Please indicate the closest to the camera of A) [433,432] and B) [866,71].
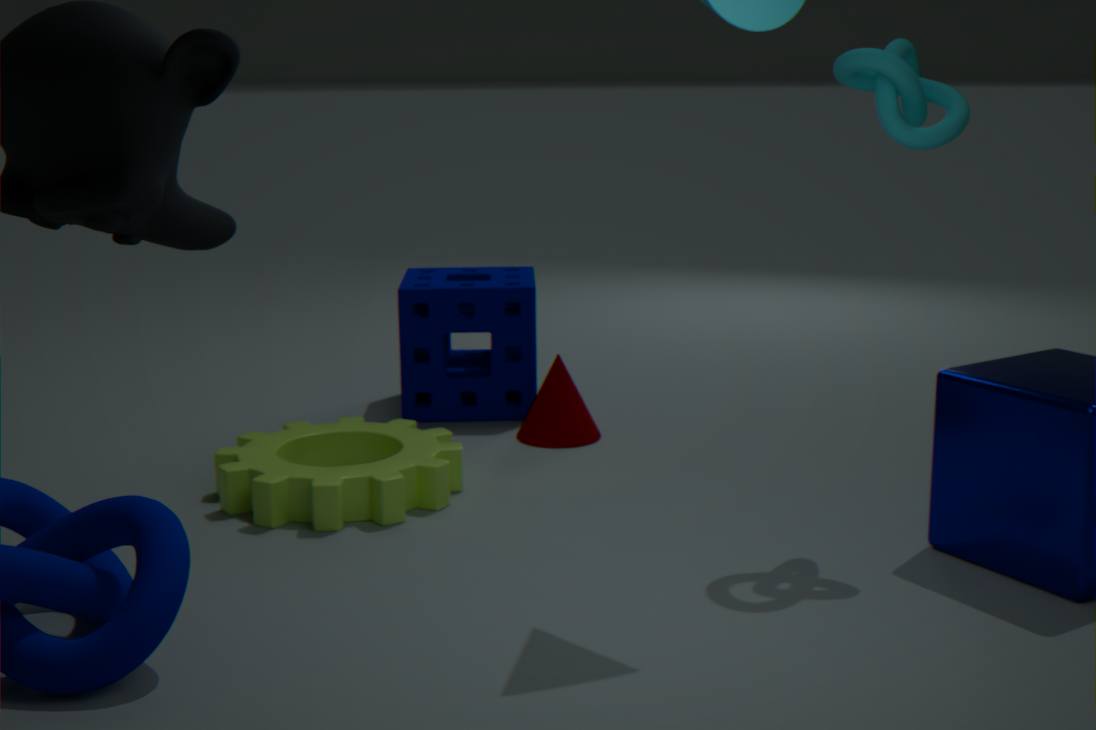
B. [866,71]
